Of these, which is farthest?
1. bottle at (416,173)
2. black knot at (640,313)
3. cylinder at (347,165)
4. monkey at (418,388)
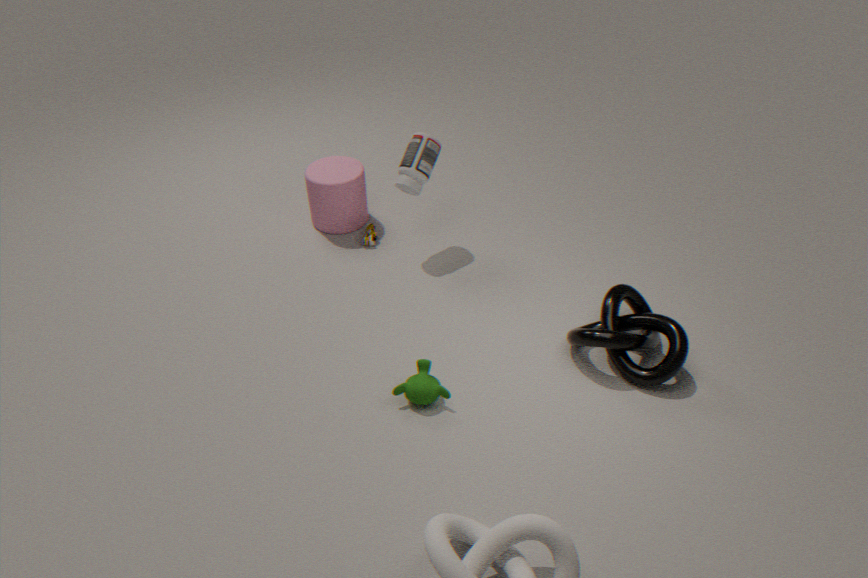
cylinder at (347,165)
